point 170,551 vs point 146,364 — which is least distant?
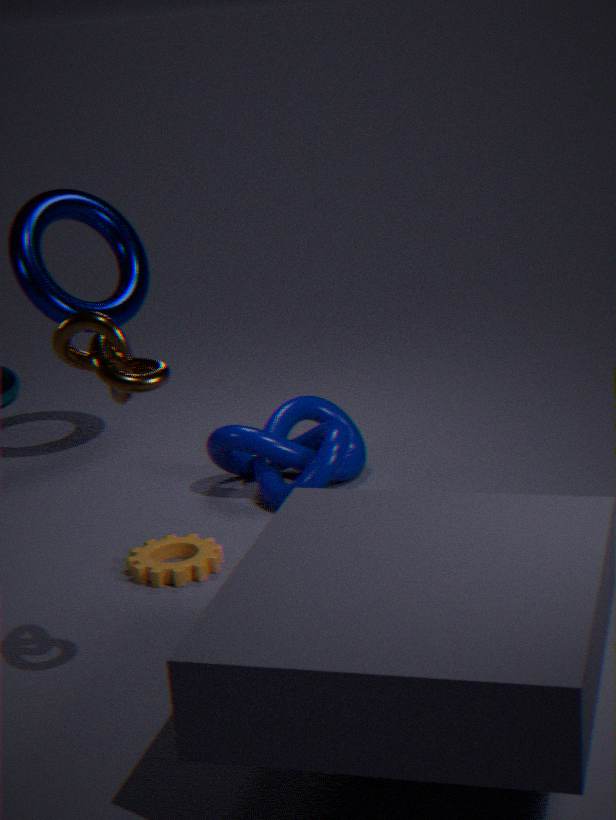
point 146,364
